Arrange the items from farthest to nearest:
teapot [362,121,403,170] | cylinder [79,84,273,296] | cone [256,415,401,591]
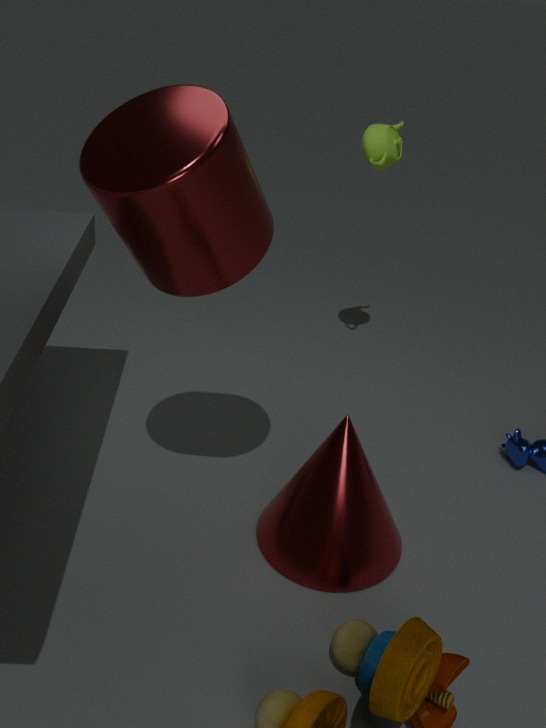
teapot [362,121,403,170] < cone [256,415,401,591] < cylinder [79,84,273,296]
